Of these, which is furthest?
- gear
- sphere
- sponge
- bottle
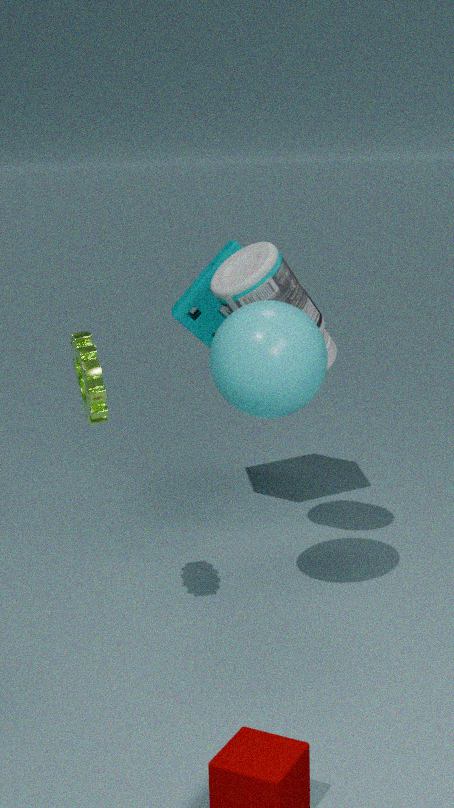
sponge
